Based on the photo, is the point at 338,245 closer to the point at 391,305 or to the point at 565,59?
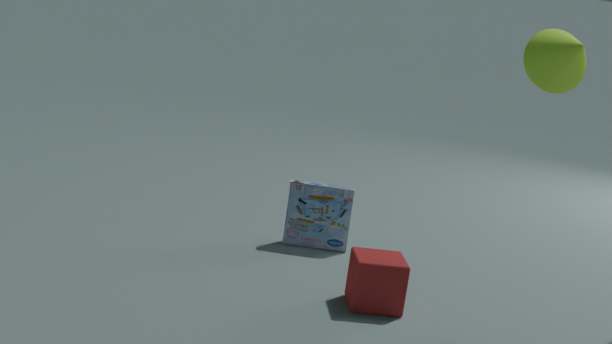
the point at 391,305
